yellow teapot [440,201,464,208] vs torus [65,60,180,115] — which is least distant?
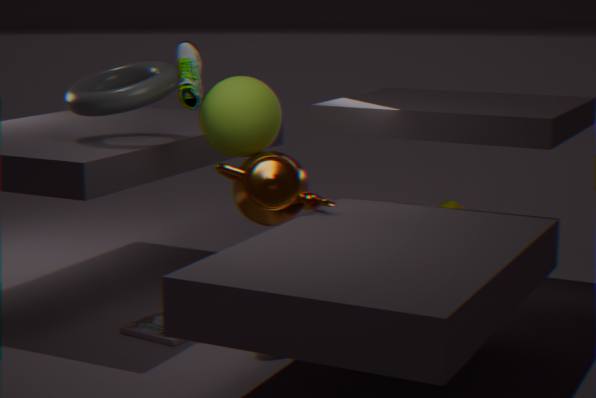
torus [65,60,180,115]
